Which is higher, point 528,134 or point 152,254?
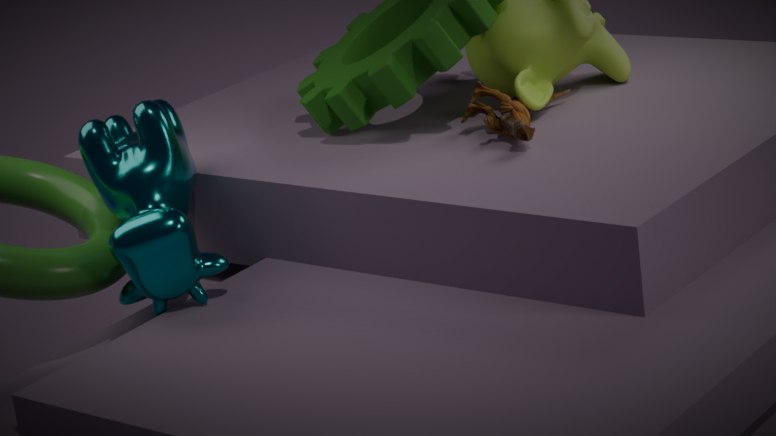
point 528,134
